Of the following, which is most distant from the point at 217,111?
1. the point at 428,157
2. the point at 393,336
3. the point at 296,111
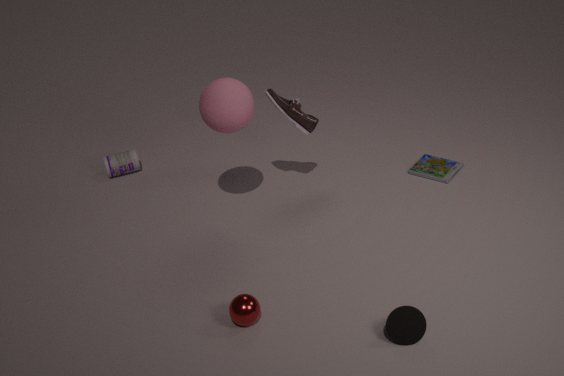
the point at 393,336
